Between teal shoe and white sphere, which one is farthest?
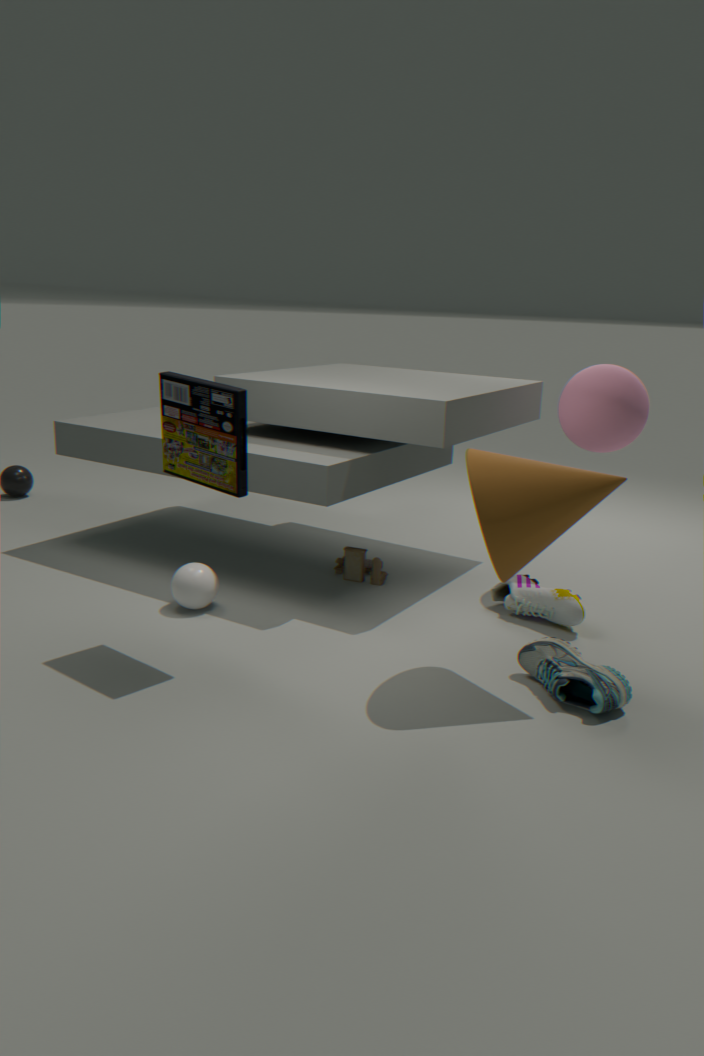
white sphere
